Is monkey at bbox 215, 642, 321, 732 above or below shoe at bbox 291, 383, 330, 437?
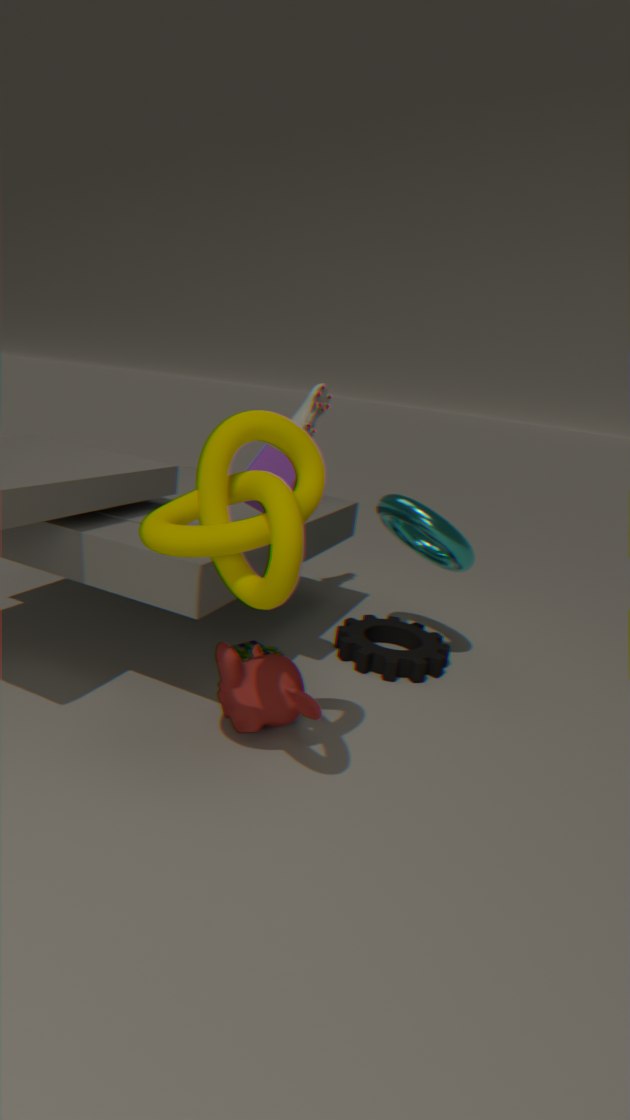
below
